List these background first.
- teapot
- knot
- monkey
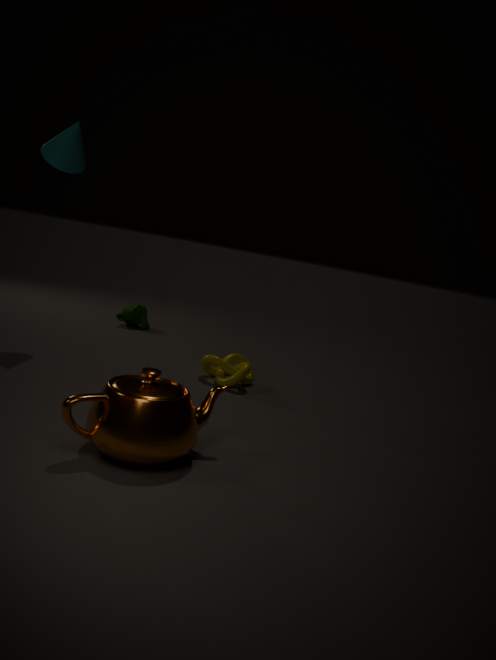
1. monkey
2. knot
3. teapot
